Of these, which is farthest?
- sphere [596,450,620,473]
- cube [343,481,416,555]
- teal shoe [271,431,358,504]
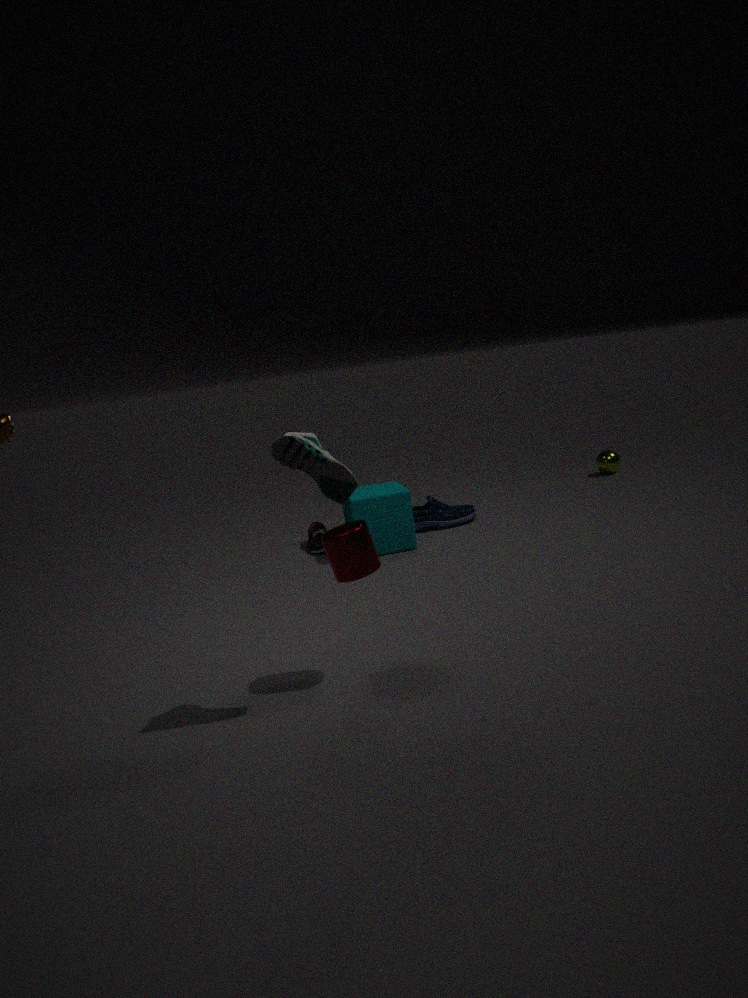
sphere [596,450,620,473]
